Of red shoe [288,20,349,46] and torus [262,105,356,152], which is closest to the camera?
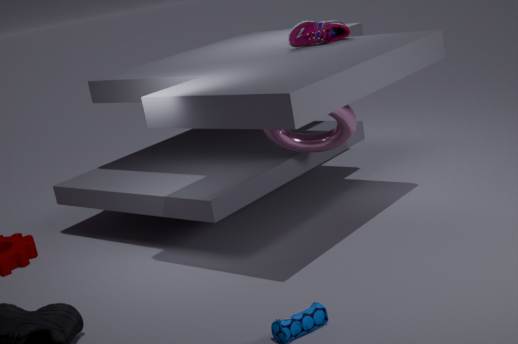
torus [262,105,356,152]
